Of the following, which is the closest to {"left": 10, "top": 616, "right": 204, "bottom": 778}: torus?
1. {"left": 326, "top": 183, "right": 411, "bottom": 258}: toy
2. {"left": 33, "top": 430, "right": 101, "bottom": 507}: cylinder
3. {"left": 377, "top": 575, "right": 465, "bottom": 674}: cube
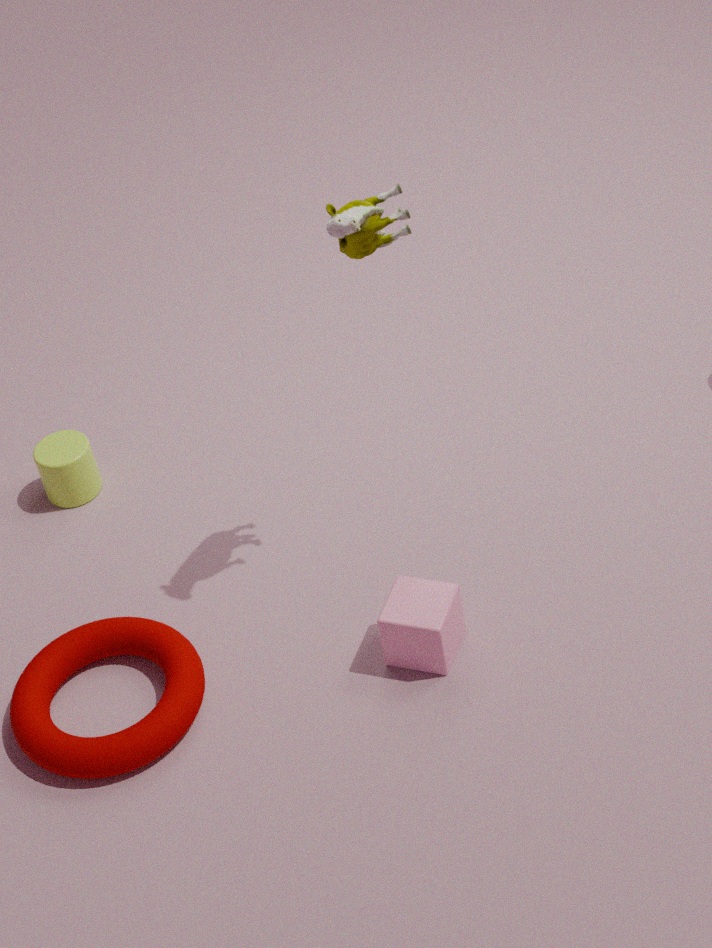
{"left": 377, "top": 575, "right": 465, "bottom": 674}: cube
